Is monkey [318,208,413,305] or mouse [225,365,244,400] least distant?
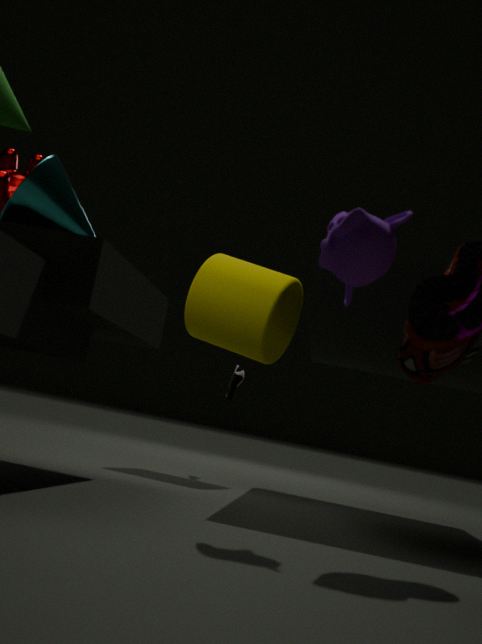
monkey [318,208,413,305]
